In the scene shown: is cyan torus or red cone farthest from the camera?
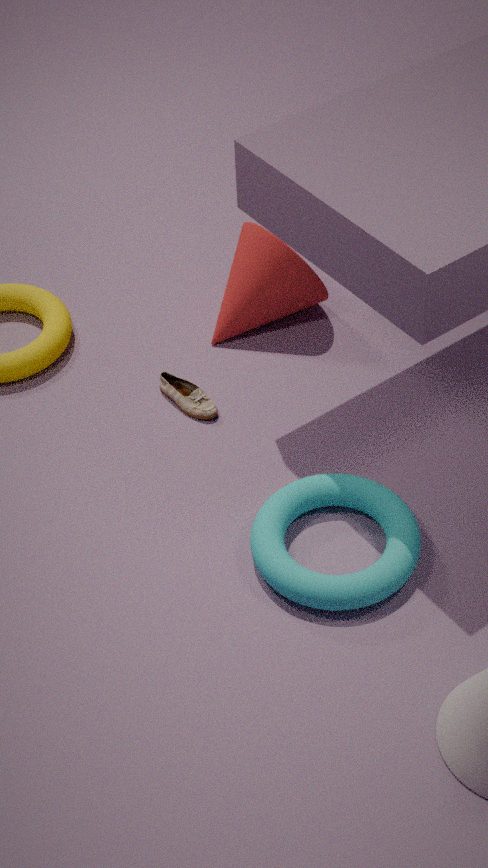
red cone
